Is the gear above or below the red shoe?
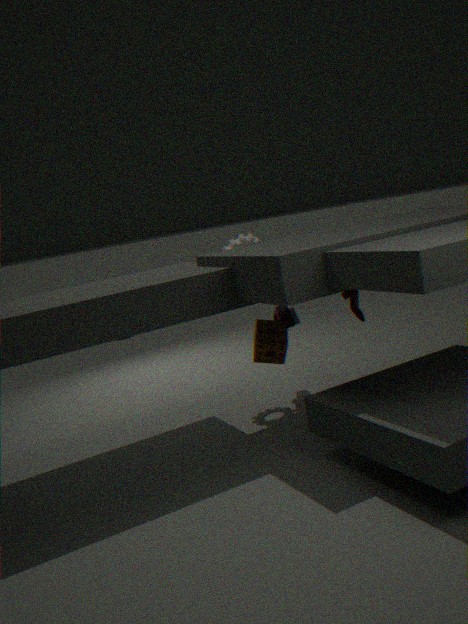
above
